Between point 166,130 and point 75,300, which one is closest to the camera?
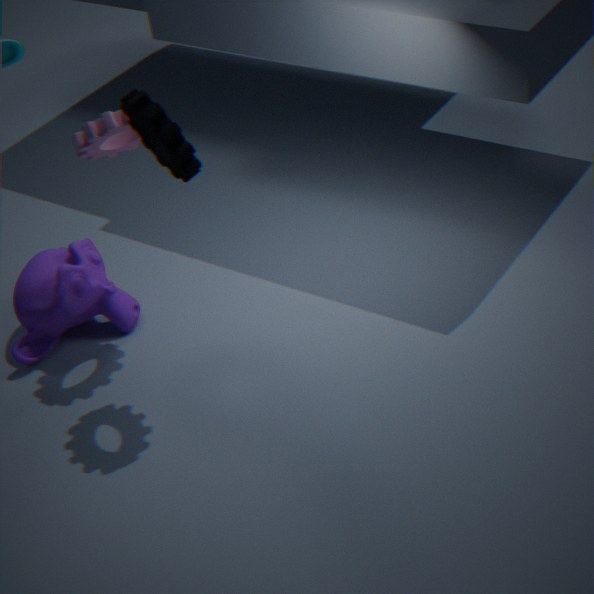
point 166,130
